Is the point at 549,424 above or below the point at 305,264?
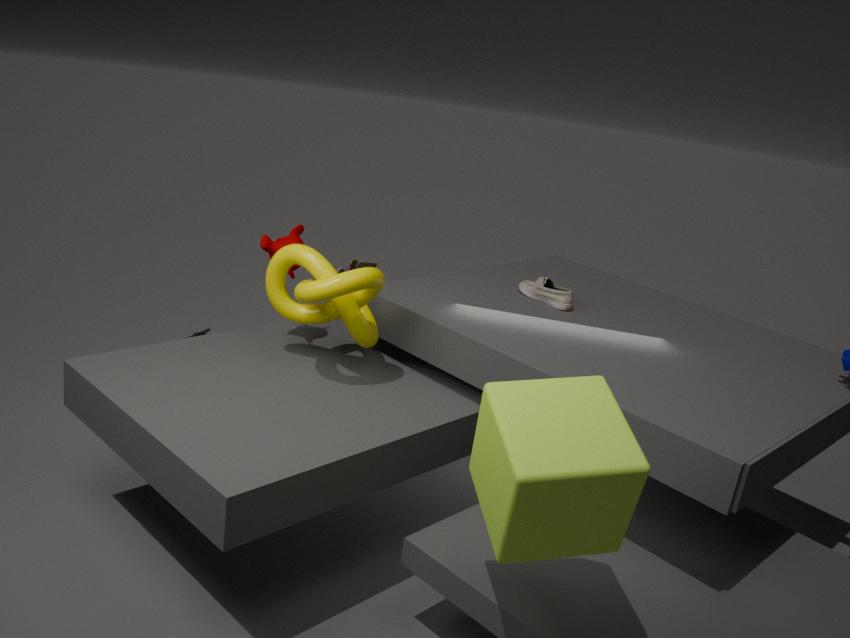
below
